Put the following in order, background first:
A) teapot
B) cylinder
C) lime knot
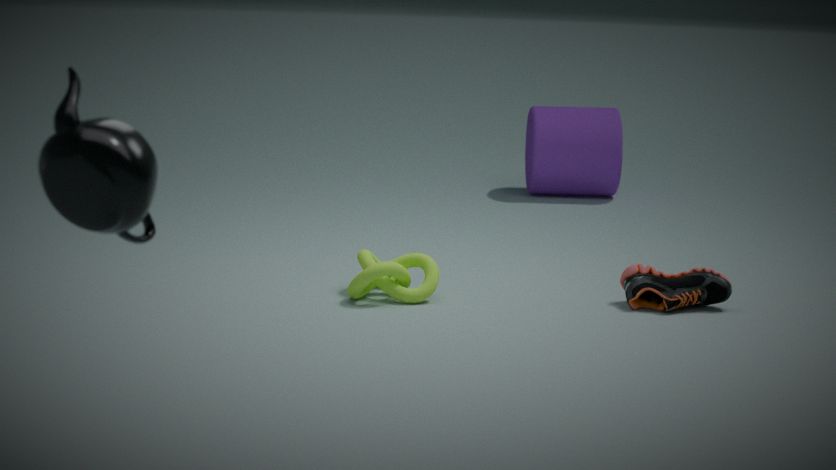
1. cylinder
2. lime knot
3. teapot
